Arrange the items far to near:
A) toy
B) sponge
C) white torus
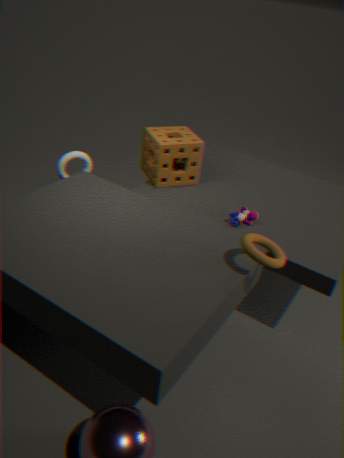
sponge → white torus → toy
